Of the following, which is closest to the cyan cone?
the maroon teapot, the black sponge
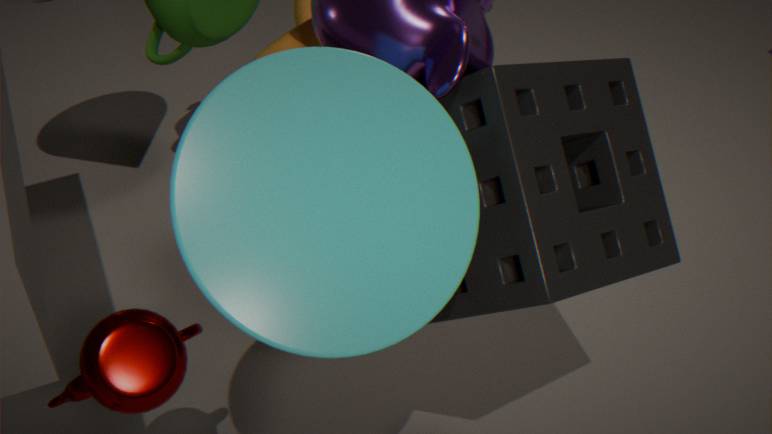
the black sponge
